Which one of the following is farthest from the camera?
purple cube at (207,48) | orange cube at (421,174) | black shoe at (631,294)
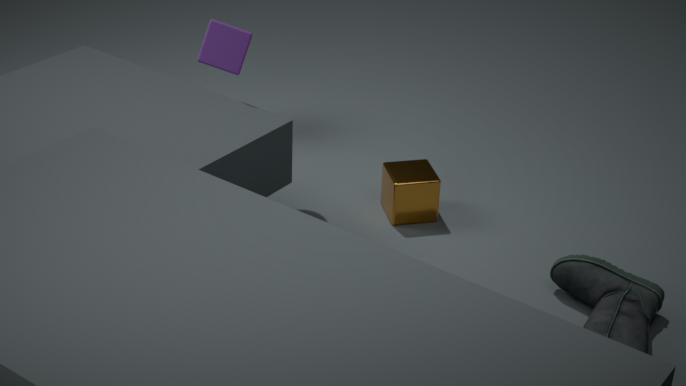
purple cube at (207,48)
